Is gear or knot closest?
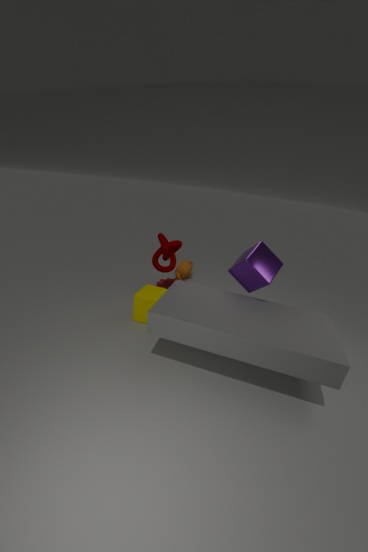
knot
